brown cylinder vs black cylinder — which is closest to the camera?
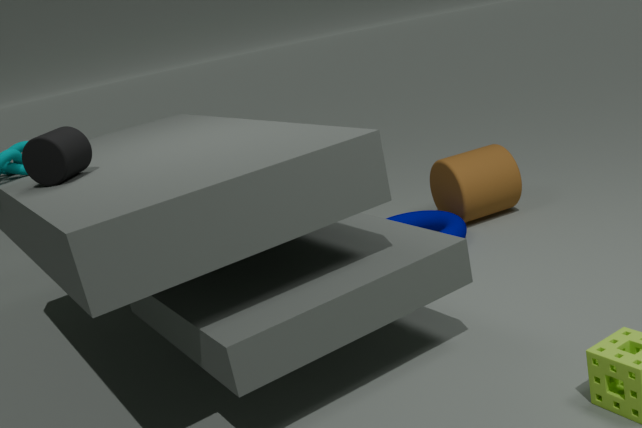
black cylinder
